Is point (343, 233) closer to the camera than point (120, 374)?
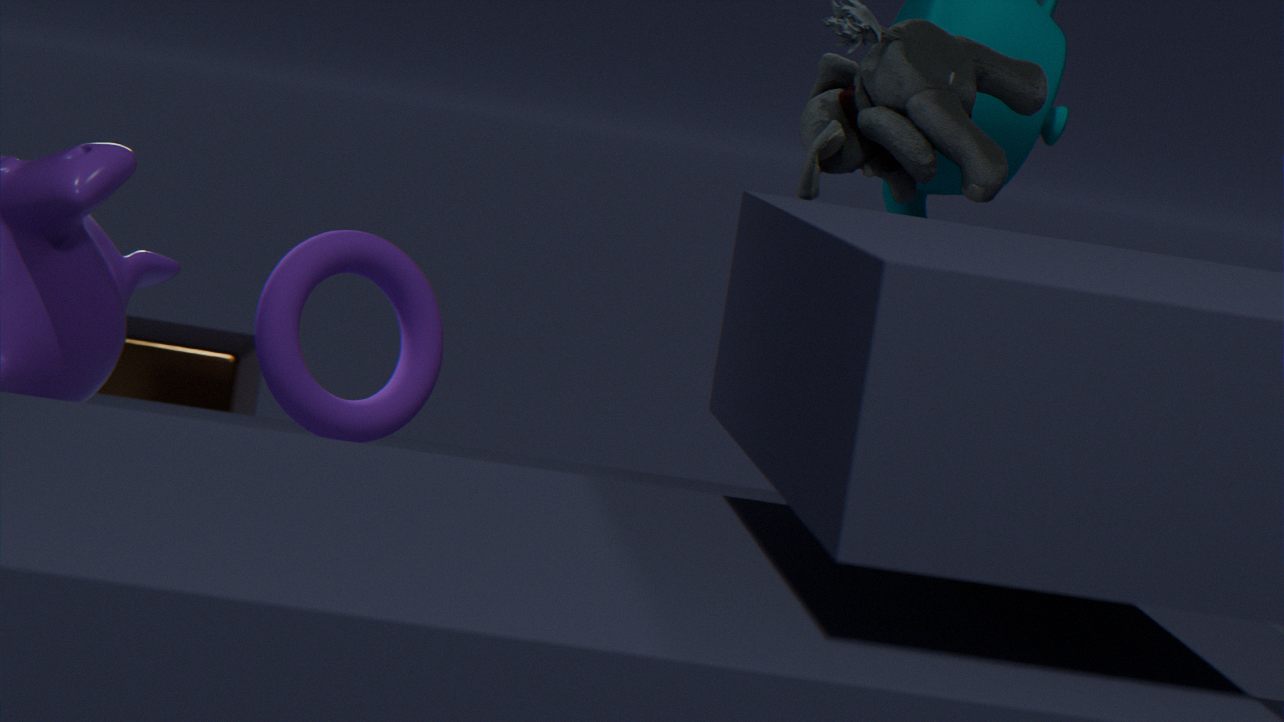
Yes
